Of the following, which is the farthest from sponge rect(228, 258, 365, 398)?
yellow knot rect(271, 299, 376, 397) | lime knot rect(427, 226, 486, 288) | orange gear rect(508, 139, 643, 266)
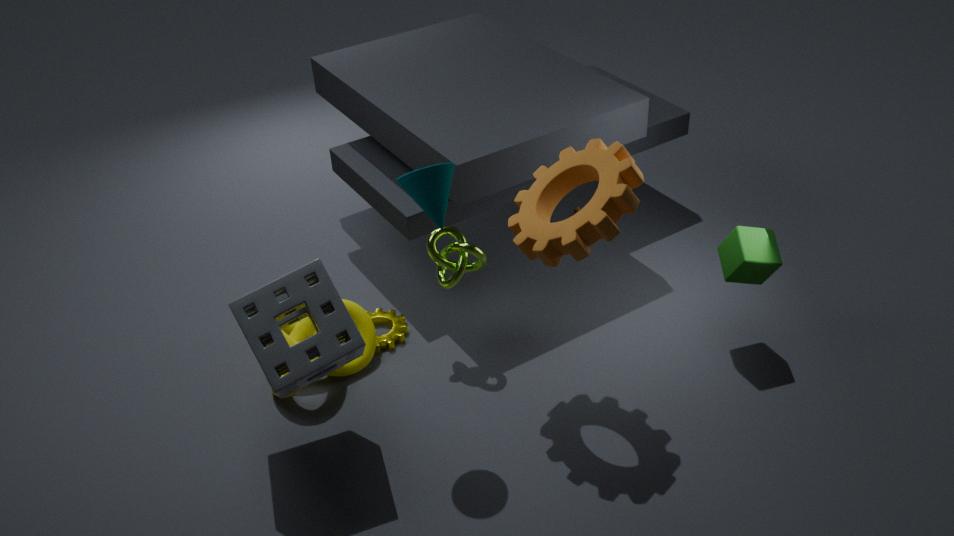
orange gear rect(508, 139, 643, 266)
